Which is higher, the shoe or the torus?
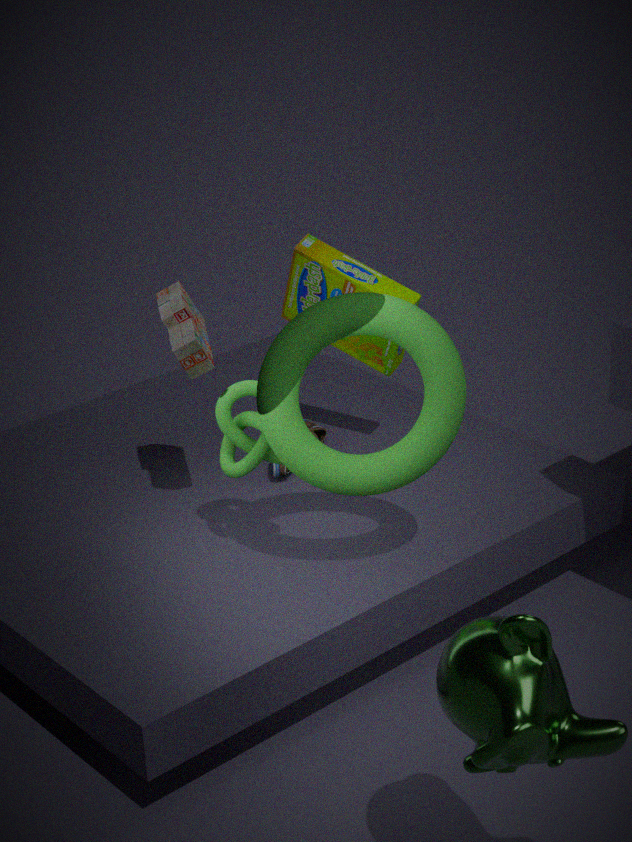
the torus
